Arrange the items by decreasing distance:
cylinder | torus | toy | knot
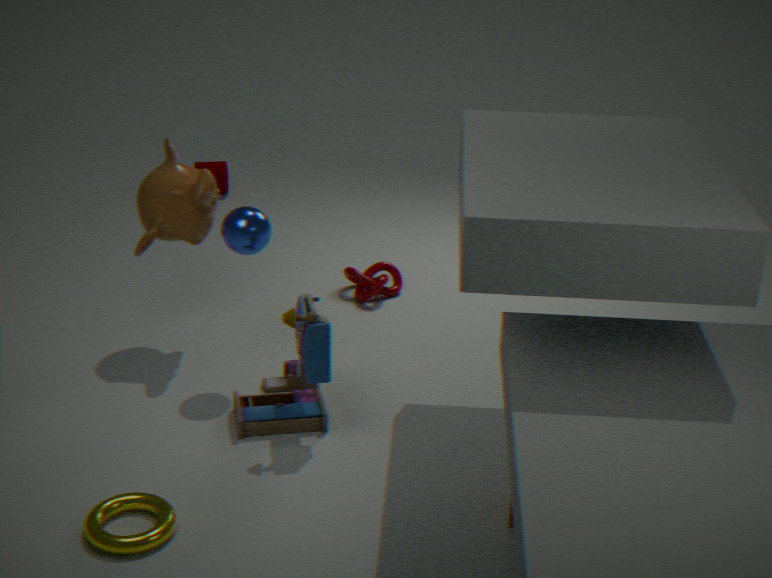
cylinder → knot → toy → torus
